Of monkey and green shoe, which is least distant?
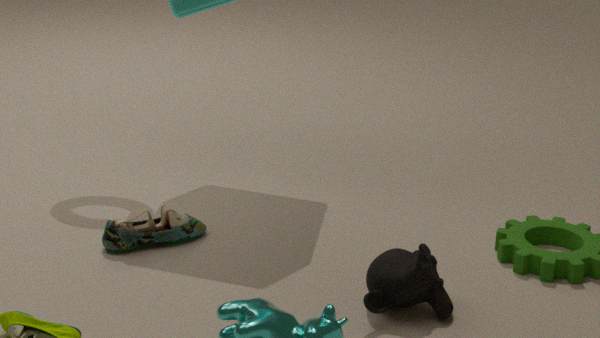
monkey
